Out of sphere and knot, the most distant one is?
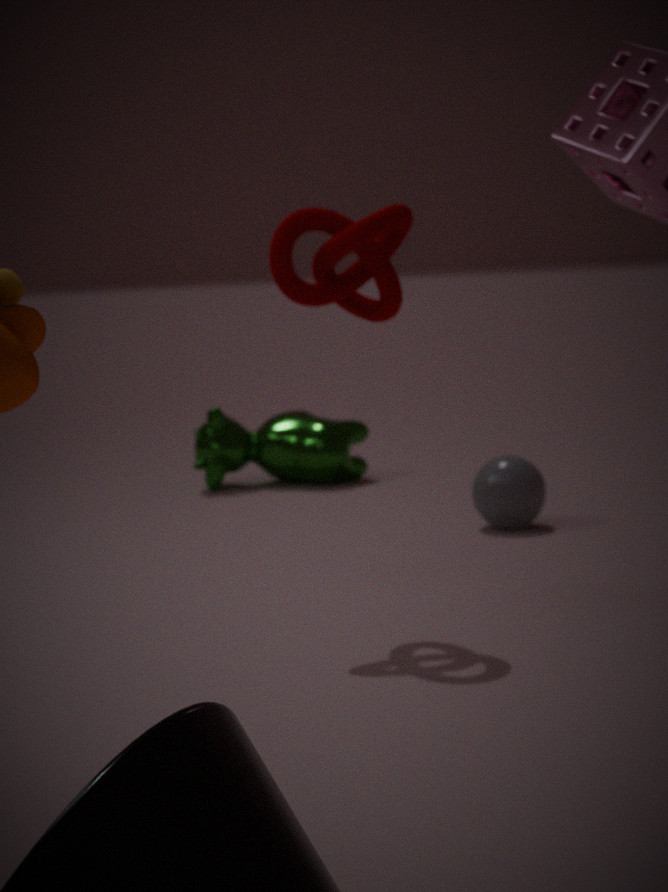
sphere
